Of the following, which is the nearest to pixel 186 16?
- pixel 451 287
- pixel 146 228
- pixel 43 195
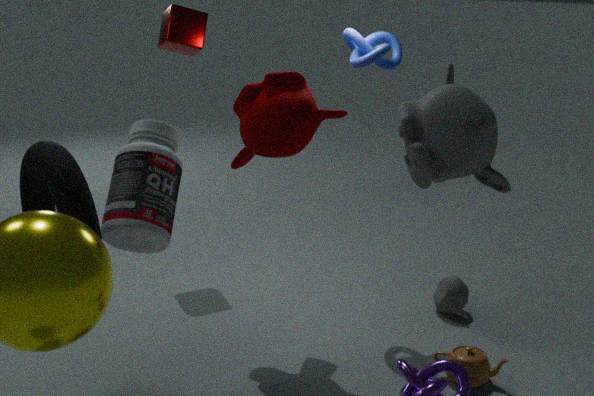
pixel 146 228
